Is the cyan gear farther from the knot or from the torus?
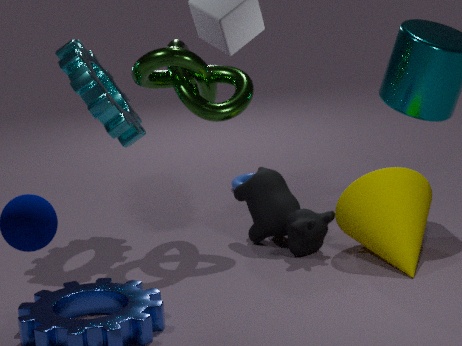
the torus
